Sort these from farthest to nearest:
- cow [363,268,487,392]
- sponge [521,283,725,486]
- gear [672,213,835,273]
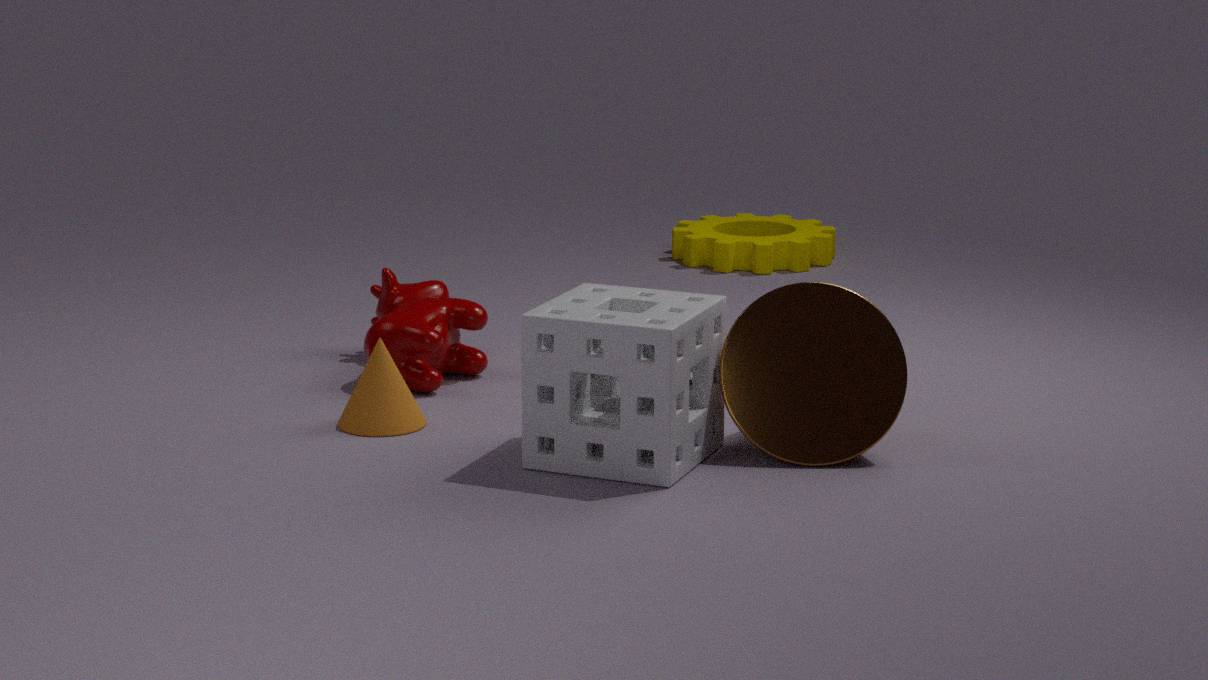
1. gear [672,213,835,273]
2. cow [363,268,487,392]
3. sponge [521,283,725,486]
